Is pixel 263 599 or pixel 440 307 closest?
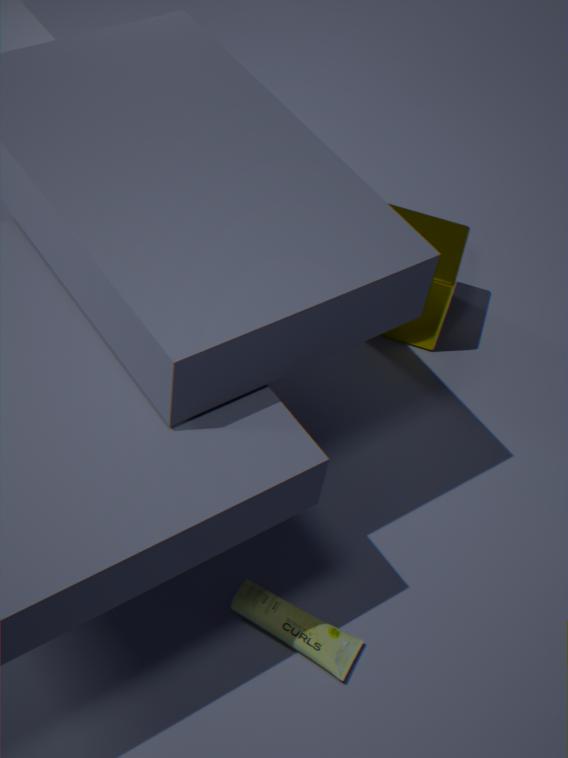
pixel 263 599
